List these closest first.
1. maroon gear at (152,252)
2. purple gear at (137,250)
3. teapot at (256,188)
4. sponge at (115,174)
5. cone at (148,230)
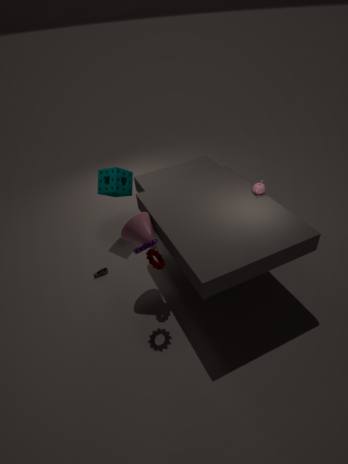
purple gear at (137,250)
cone at (148,230)
maroon gear at (152,252)
teapot at (256,188)
sponge at (115,174)
